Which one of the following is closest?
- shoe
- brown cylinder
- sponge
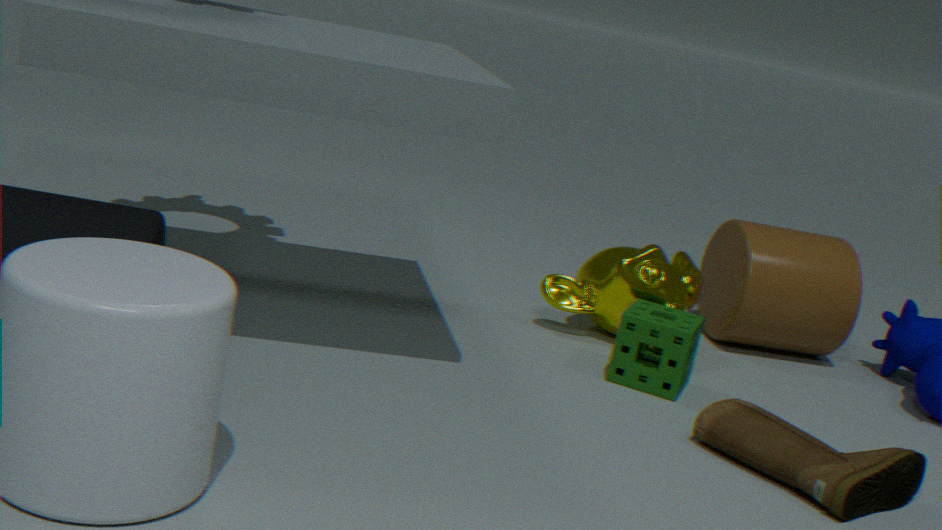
shoe
